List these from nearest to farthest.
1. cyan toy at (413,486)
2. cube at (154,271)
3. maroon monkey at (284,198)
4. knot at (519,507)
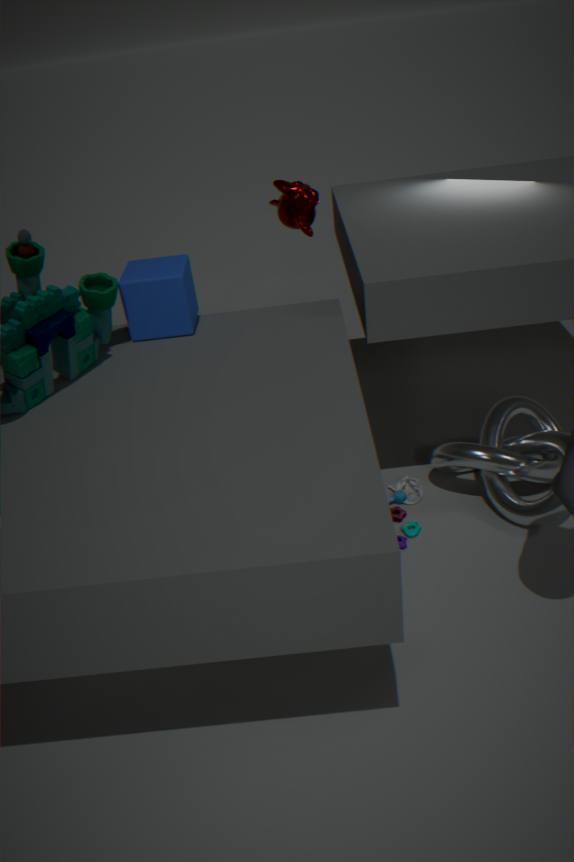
cube at (154,271)
knot at (519,507)
cyan toy at (413,486)
maroon monkey at (284,198)
